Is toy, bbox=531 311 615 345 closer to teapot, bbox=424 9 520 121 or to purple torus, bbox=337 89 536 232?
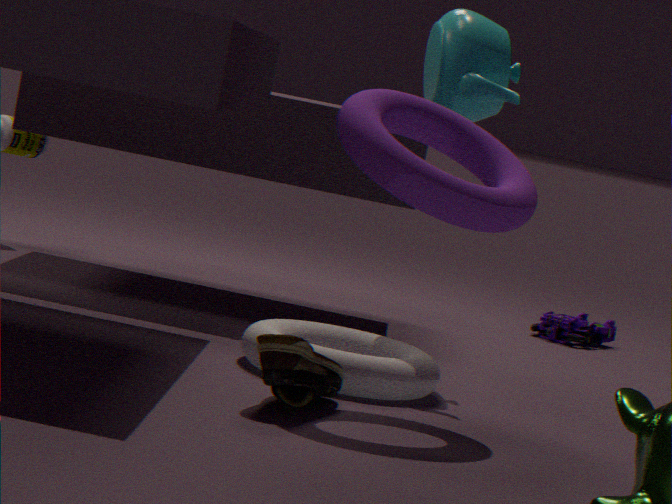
teapot, bbox=424 9 520 121
